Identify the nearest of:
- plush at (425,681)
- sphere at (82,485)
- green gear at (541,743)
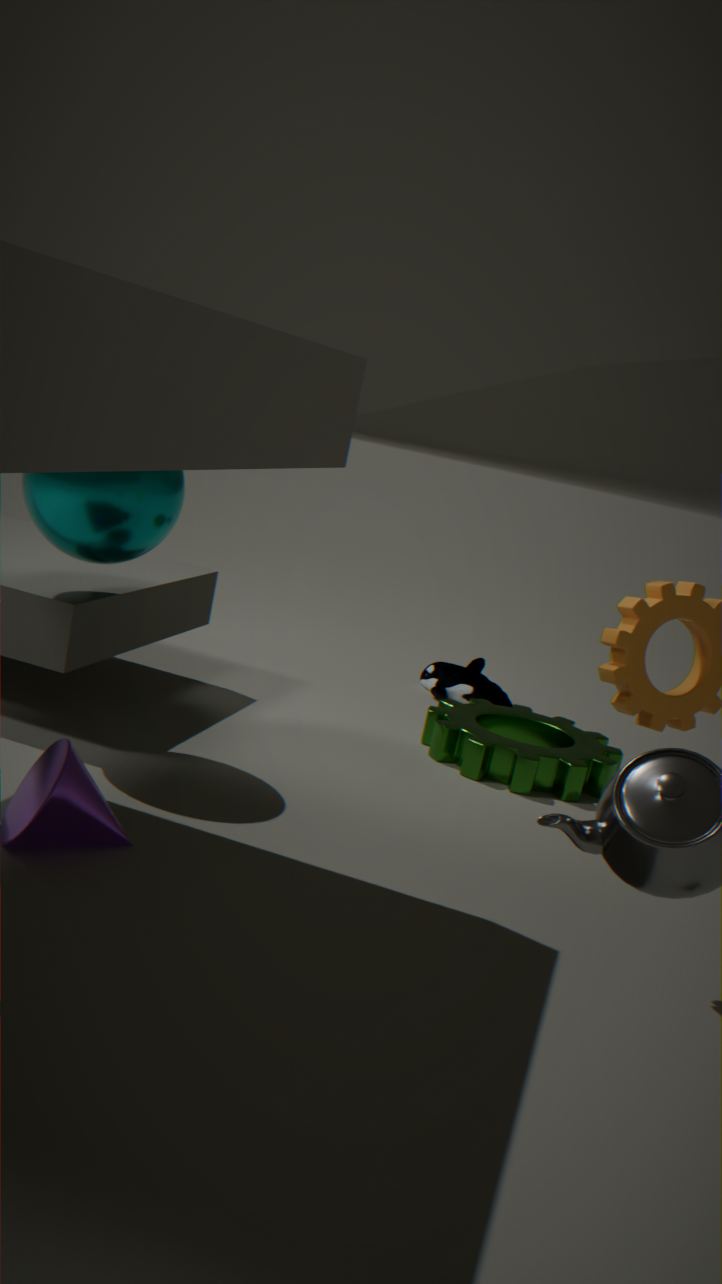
sphere at (82,485)
